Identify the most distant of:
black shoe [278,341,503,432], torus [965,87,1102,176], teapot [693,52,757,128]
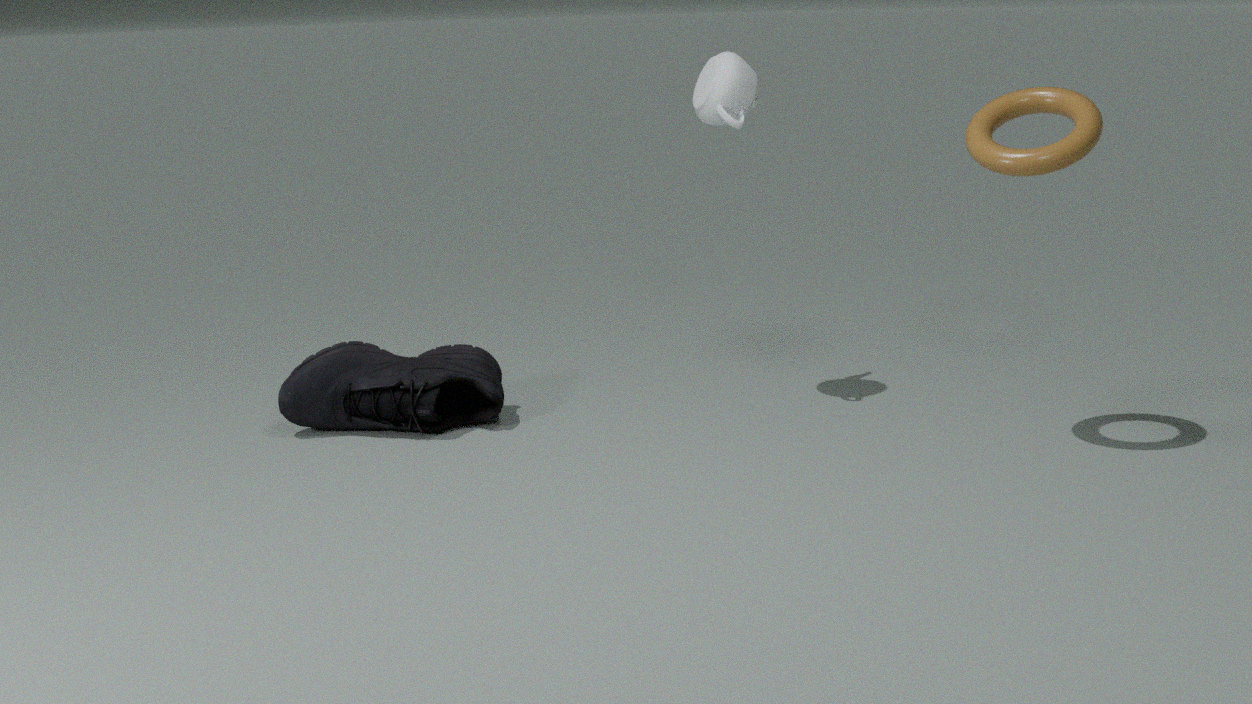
black shoe [278,341,503,432]
